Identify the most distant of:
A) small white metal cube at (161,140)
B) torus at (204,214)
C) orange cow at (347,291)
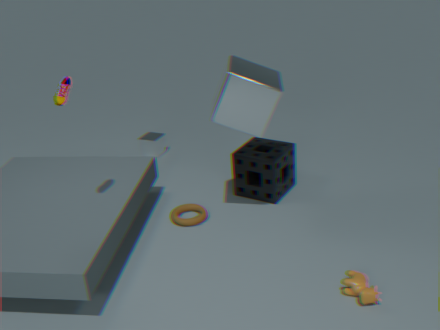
small white metal cube at (161,140)
